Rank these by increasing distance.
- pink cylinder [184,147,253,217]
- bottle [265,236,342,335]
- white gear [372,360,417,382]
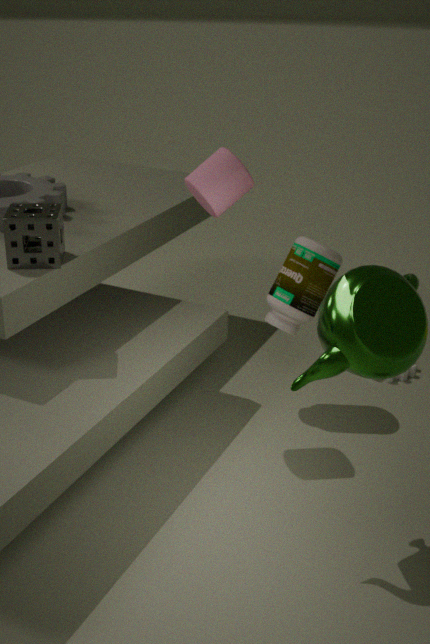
1. pink cylinder [184,147,253,217]
2. bottle [265,236,342,335]
3. white gear [372,360,417,382]
